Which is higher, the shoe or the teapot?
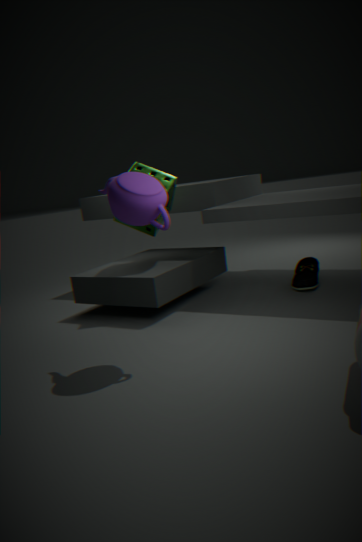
the teapot
